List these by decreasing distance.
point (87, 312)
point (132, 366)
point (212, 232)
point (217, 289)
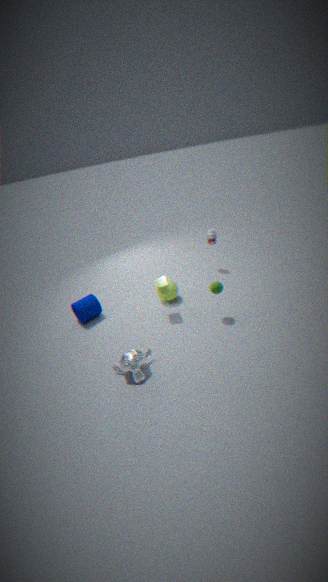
point (212, 232), point (87, 312), point (217, 289), point (132, 366)
